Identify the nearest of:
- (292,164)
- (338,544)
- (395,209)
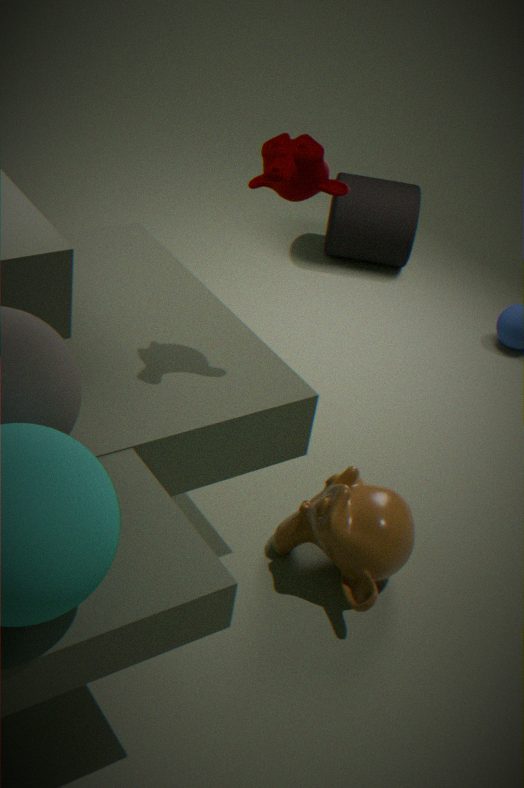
(292,164)
